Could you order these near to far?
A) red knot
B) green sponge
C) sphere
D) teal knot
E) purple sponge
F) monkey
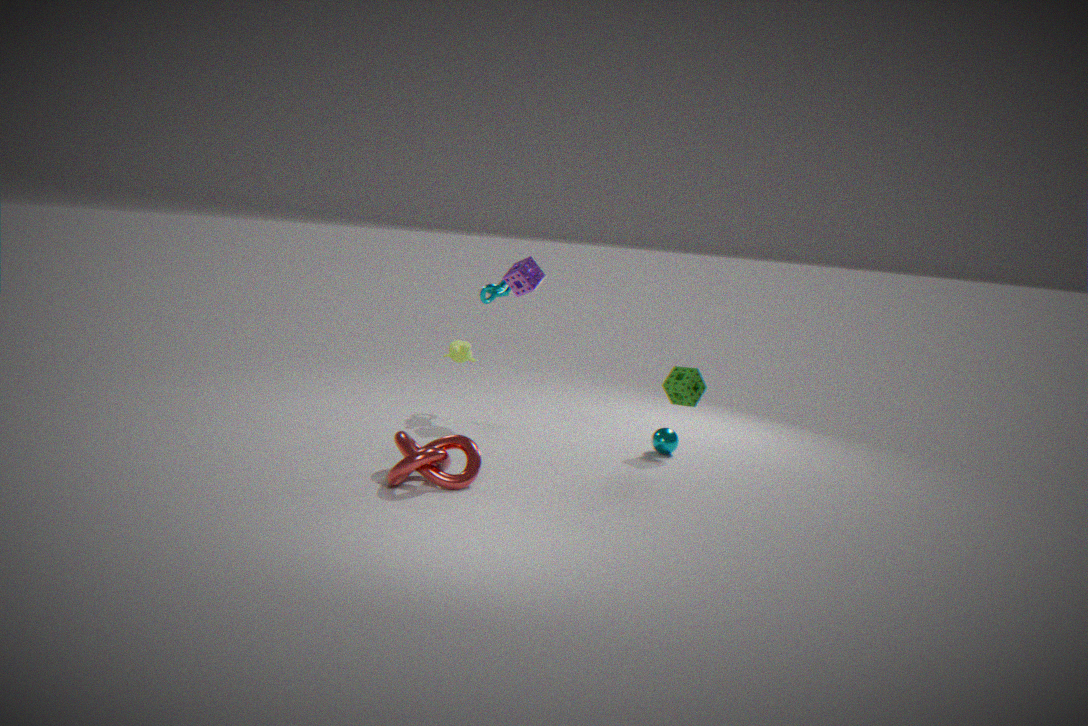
red knot → green sponge → sphere → purple sponge → monkey → teal knot
